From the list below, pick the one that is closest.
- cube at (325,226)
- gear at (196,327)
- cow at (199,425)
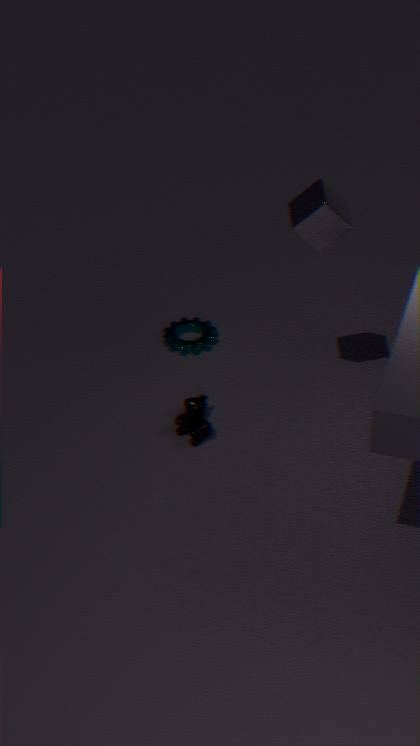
cube at (325,226)
